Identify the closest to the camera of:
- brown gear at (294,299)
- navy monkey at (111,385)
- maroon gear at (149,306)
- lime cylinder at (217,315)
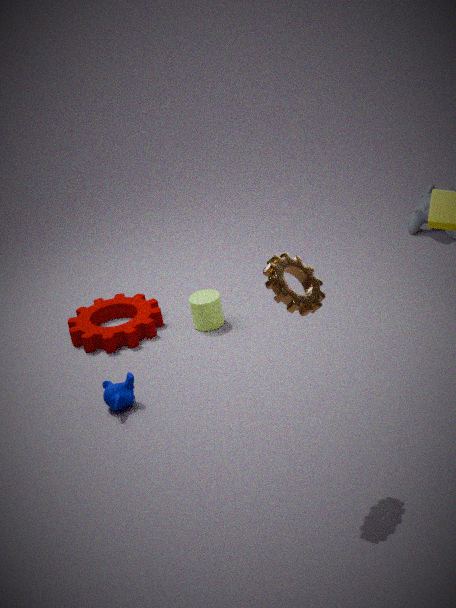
brown gear at (294,299)
